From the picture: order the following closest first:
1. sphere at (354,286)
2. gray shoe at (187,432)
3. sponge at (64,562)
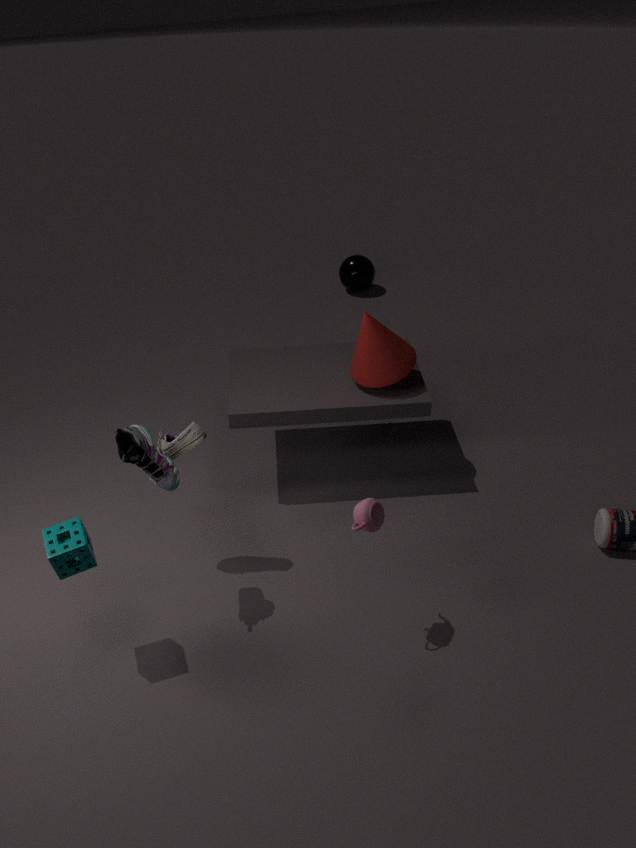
1. sponge at (64,562)
2. gray shoe at (187,432)
3. sphere at (354,286)
